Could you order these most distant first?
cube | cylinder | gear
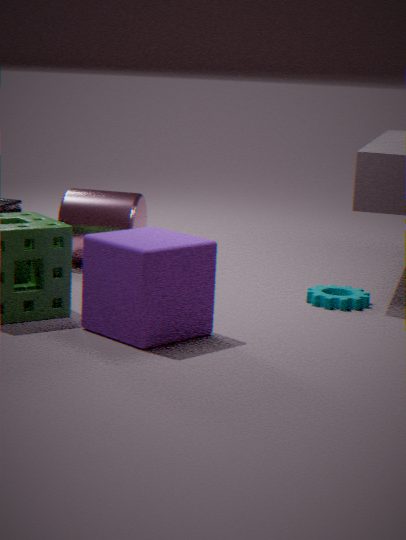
cylinder, gear, cube
